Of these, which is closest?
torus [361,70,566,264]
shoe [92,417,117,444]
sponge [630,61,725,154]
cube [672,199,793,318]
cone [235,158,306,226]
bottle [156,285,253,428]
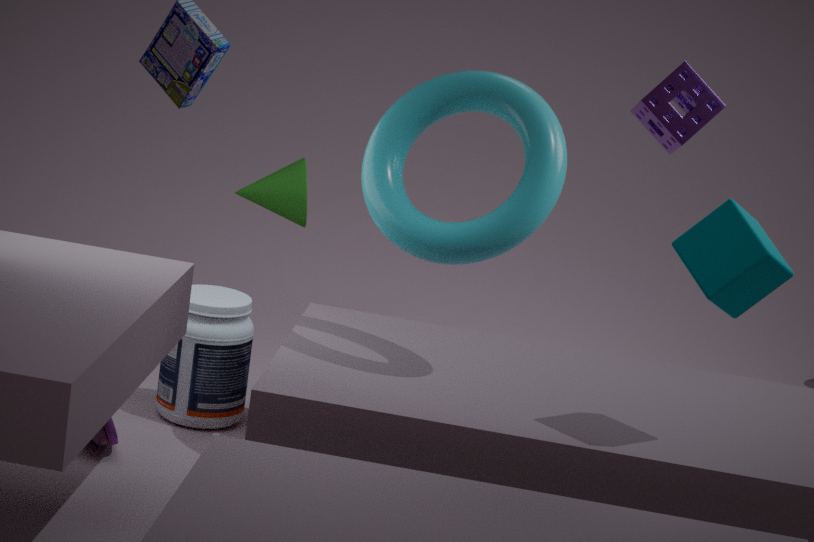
cube [672,199,793,318]
